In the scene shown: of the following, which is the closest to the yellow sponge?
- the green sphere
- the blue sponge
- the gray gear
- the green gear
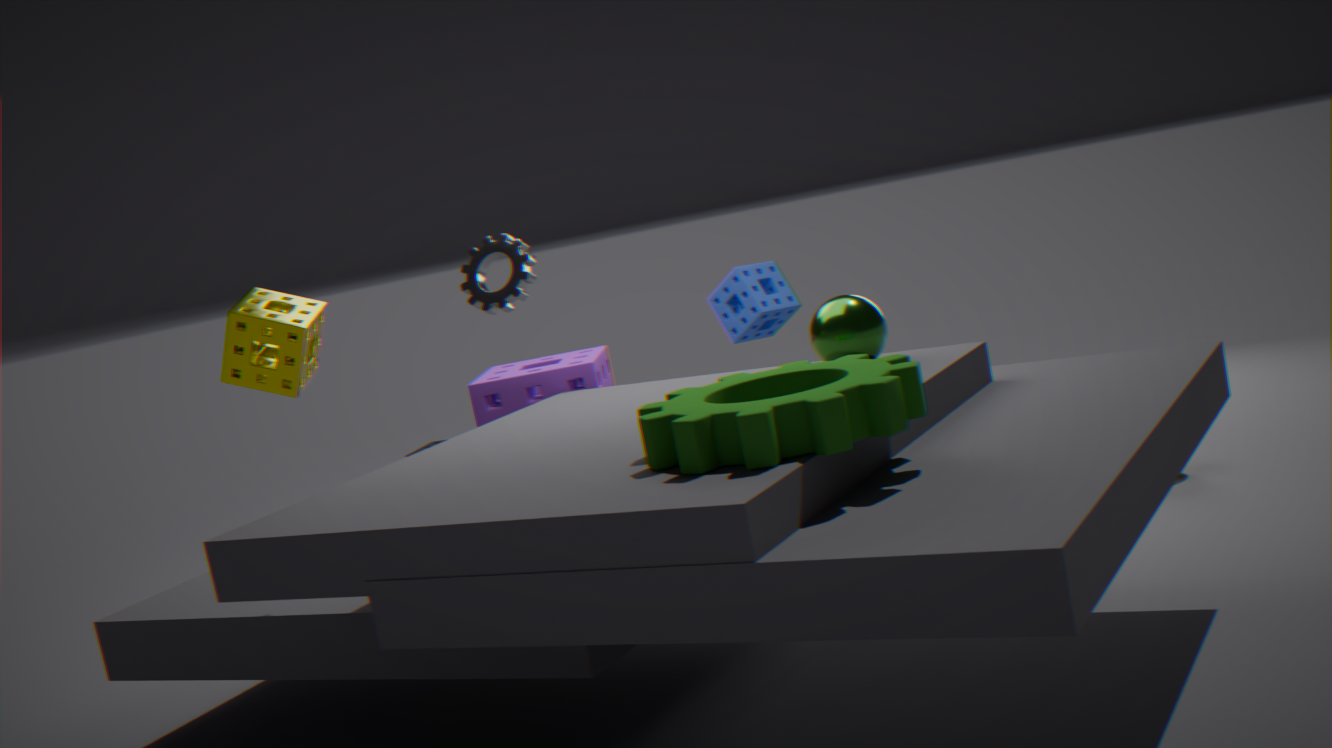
→ the green gear
